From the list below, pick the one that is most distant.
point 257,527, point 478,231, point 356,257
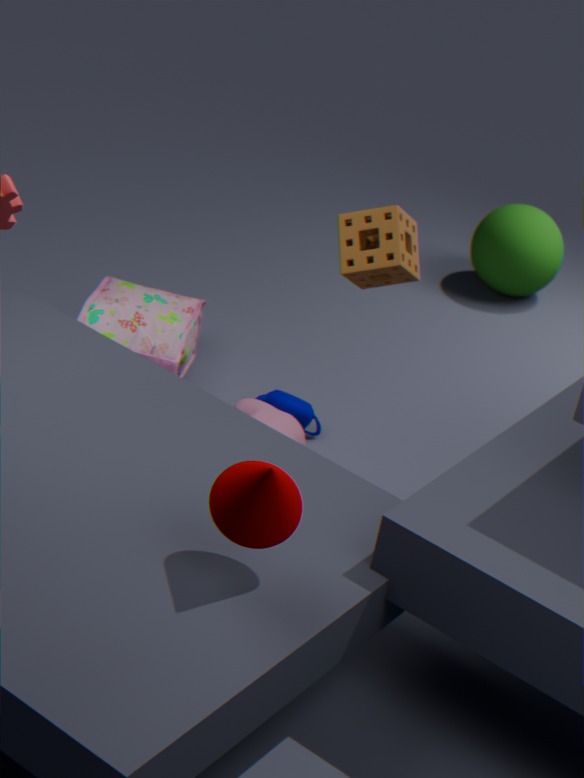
point 478,231
